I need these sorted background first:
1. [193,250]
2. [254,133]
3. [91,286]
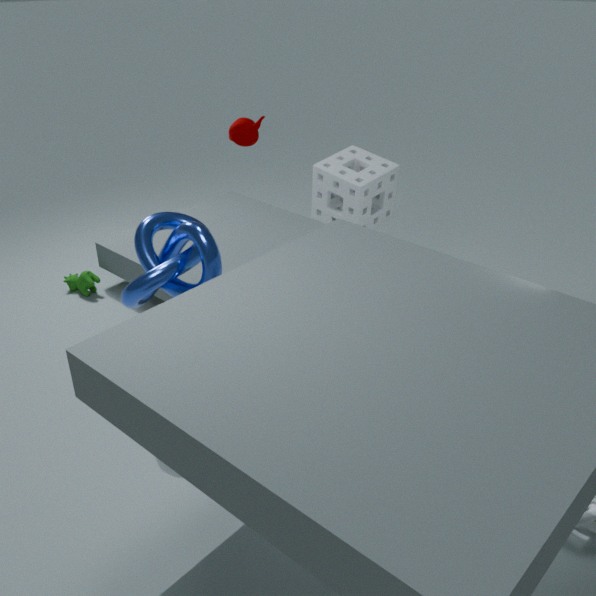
[91,286] → [254,133] → [193,250]
